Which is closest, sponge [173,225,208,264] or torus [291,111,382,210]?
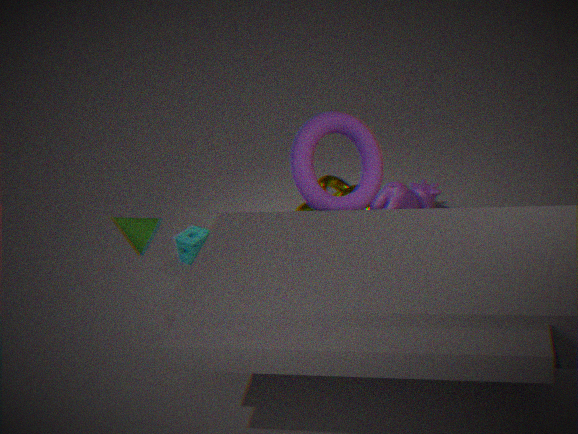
torus [291,111,382,210]
